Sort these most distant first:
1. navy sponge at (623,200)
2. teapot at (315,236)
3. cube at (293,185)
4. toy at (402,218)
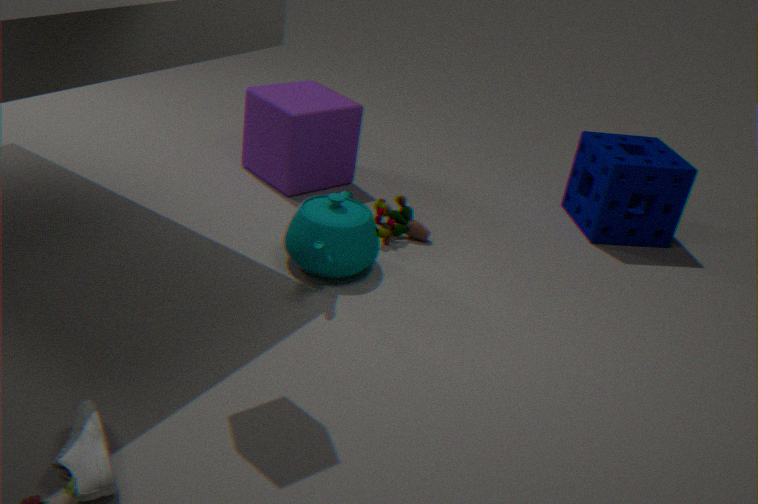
navy sponge at (623,200) → cube at (293,185) → toy at (402,218) → teapot at (315,236)
